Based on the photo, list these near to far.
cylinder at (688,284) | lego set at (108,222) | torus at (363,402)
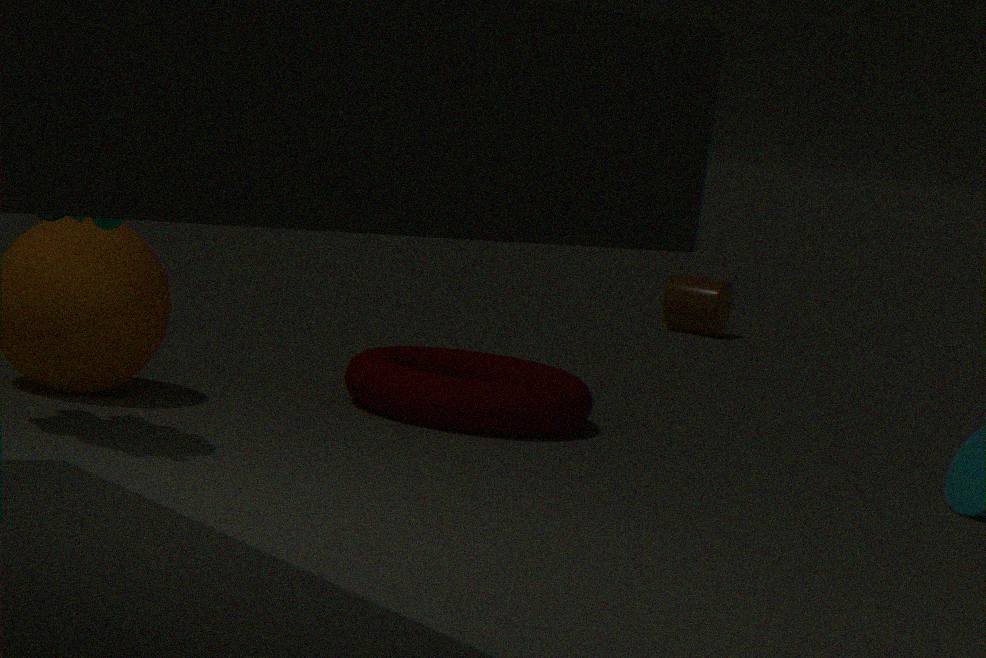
lego set at (108,222) → torus at (363,402) → cylinder at (688,284)
